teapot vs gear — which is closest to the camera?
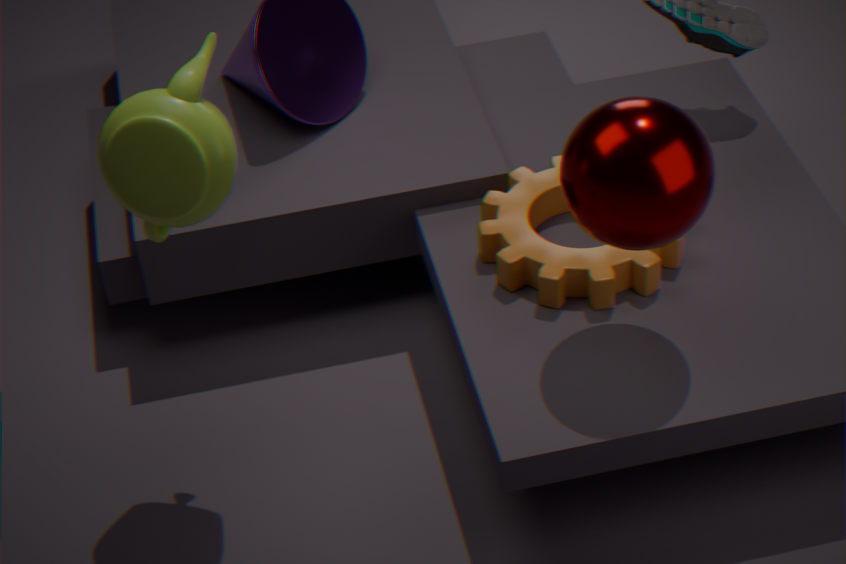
teapot
